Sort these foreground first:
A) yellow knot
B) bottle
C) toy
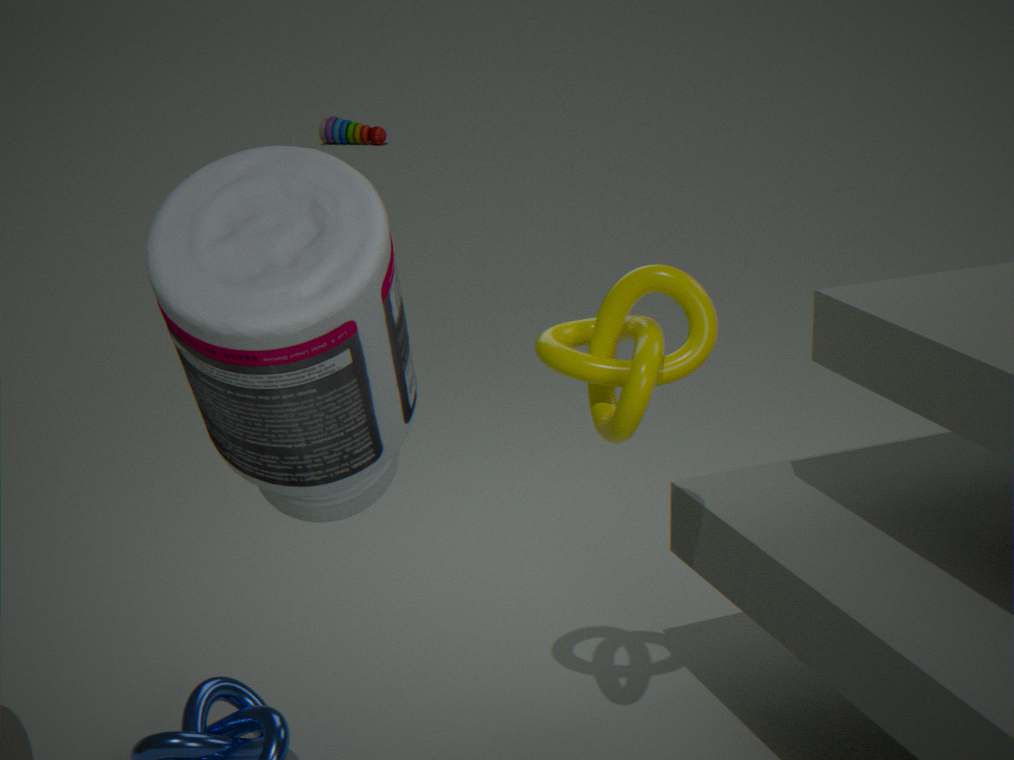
bottle → yellow knot → toy
